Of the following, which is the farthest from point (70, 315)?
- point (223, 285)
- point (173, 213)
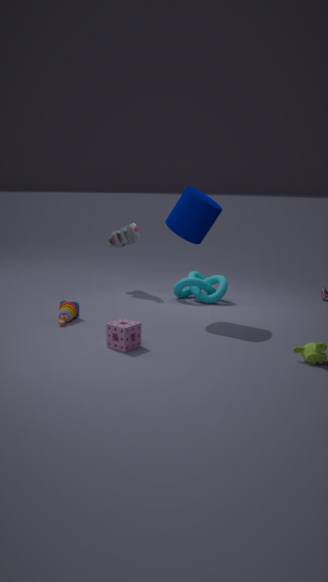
point (223, 285)
